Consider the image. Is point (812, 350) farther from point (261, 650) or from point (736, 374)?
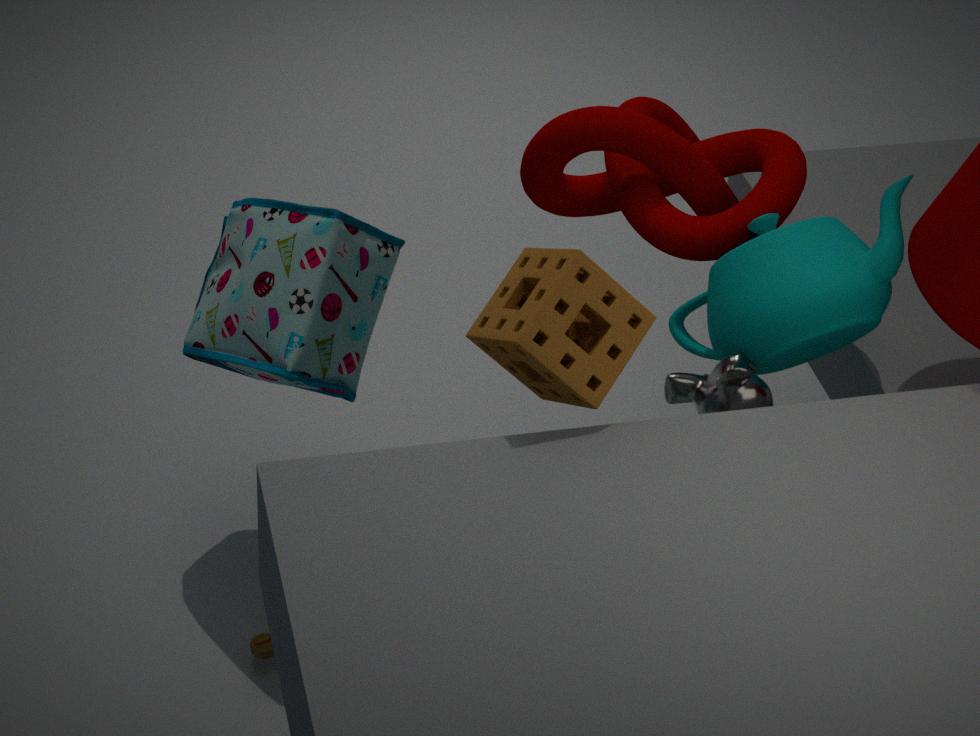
point (261, 650)
